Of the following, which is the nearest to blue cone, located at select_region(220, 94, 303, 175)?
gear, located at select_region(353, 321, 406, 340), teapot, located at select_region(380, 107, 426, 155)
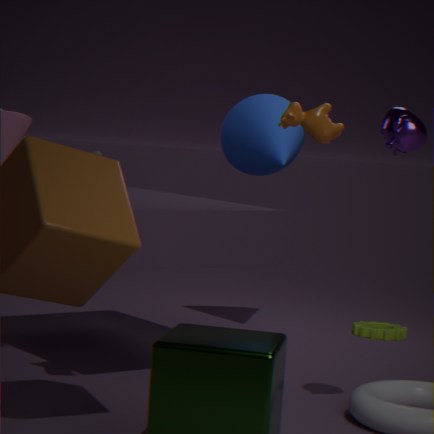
gear, located at select_region(353, 321, 406, 340)
